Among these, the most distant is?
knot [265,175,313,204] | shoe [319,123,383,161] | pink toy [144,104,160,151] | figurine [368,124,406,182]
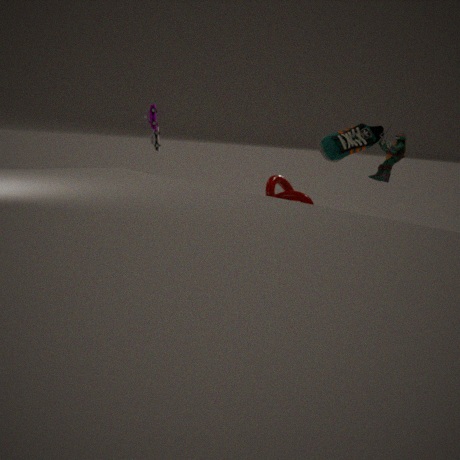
pink toy [144,104,160,151]
